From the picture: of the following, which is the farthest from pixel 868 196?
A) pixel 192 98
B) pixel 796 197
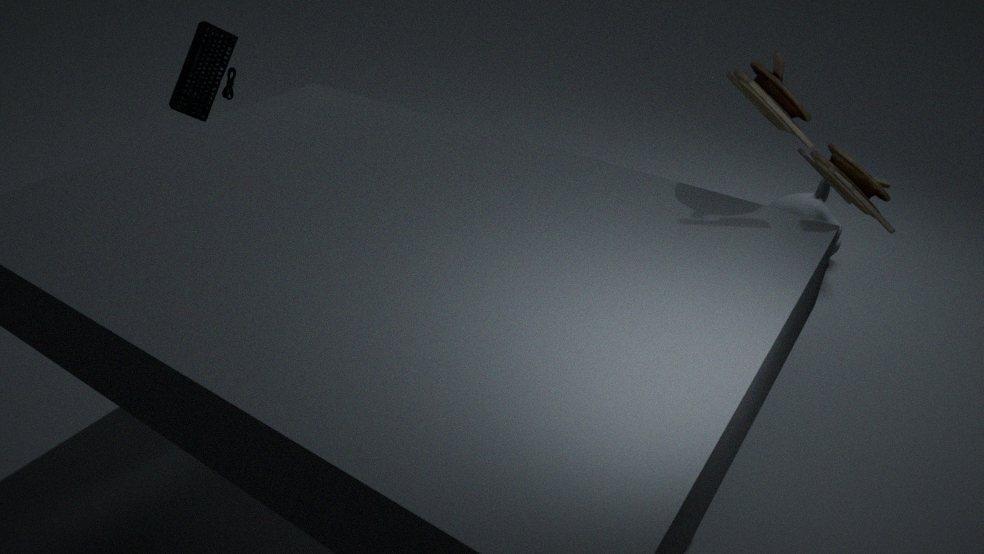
pixel 192 98
